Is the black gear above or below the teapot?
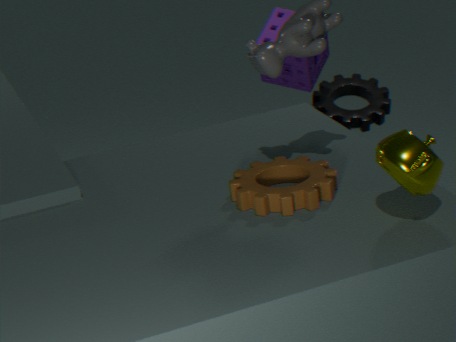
below
